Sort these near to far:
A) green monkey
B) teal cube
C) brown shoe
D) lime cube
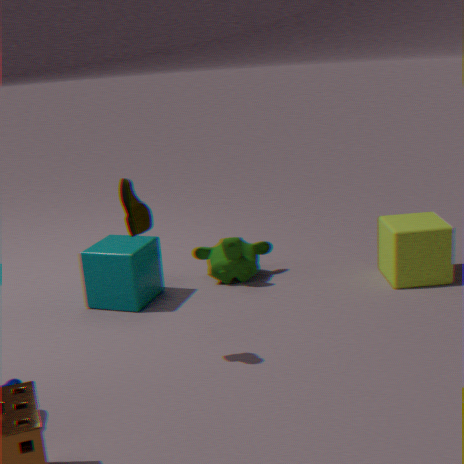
brown shoe, teal cube, lime cube, green monkey
